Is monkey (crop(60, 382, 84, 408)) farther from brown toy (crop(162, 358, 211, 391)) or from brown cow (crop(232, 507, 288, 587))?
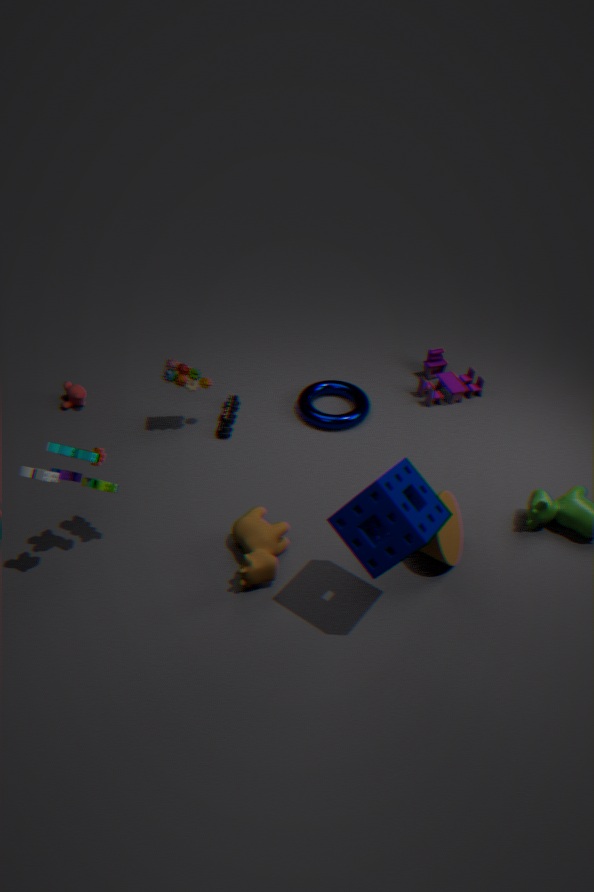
brown cow (crop(232, 507, 288, 587))
